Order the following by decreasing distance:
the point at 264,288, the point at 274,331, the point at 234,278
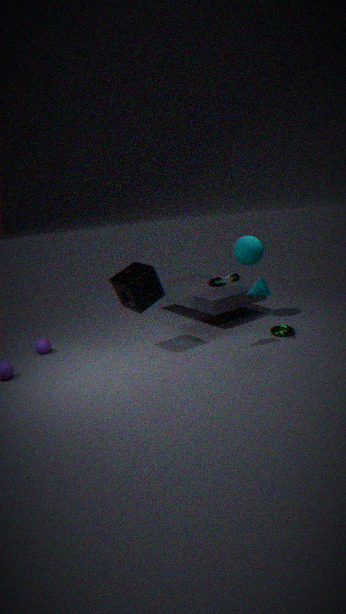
the point at 274,331, the point at 264,288, the point at 234,278
